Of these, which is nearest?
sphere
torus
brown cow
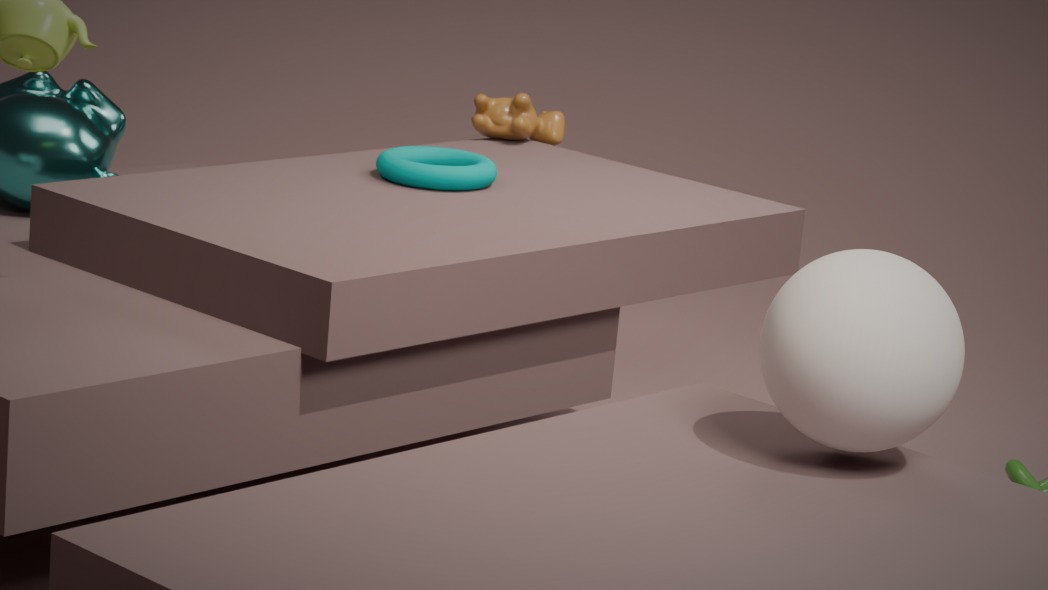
sphere
